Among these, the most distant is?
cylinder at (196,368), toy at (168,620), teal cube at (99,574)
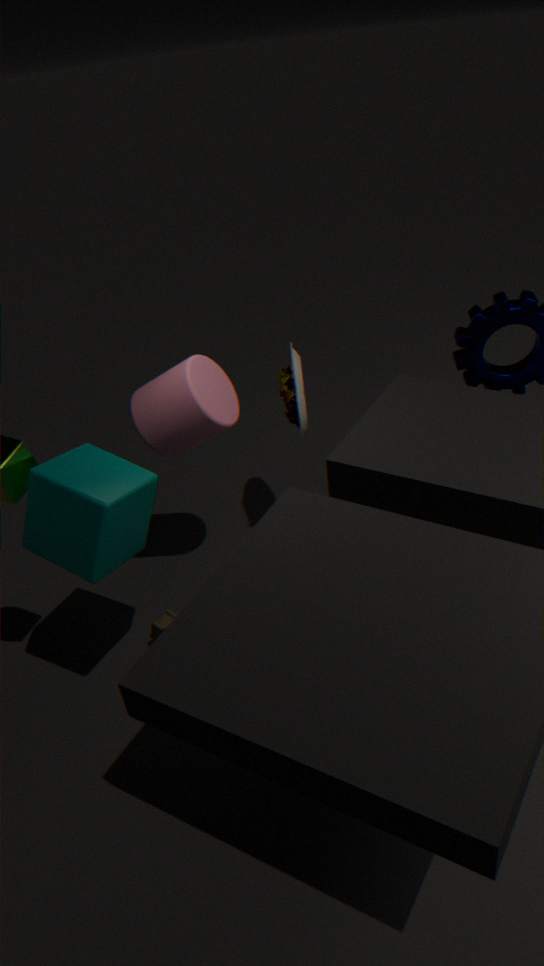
toy at (168,620)
